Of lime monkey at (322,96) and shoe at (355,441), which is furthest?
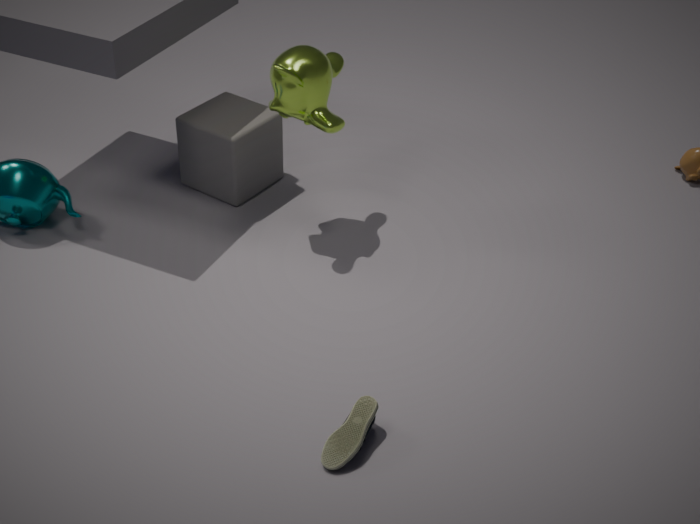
lime monkey at (322,96)
